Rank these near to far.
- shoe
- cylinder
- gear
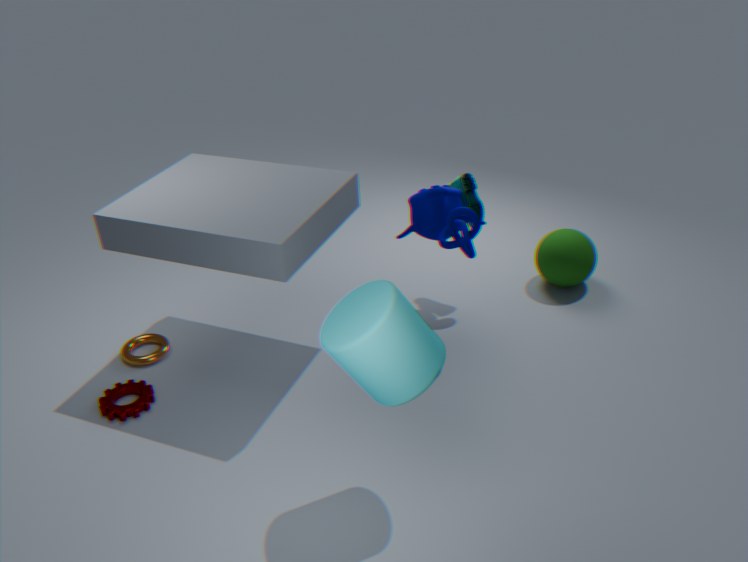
cylinder → gear → shoe
